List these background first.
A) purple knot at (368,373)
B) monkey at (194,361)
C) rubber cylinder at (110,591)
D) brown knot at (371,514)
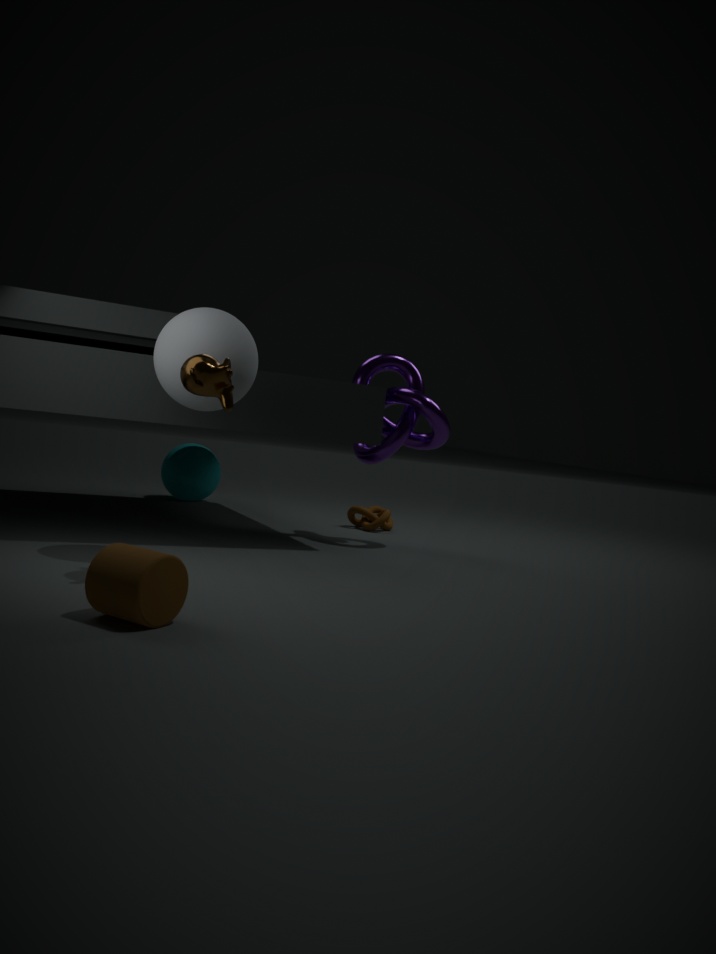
brown knot at (371,514) < purple knot at (368,373) < monkey at (194,361) < rubber cylinder at (110,591)
